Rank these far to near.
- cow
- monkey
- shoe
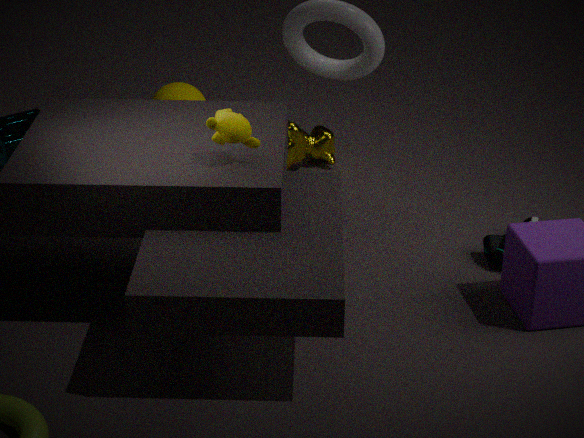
cow → shoe → monkey
